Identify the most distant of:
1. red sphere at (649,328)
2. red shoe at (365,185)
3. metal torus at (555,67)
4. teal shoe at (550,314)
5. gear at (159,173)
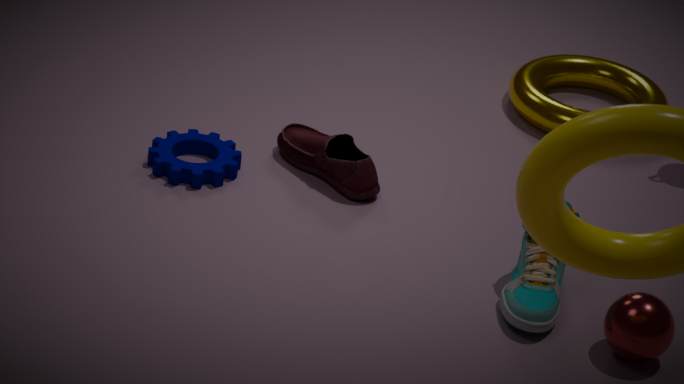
metal torus at (555,67)
